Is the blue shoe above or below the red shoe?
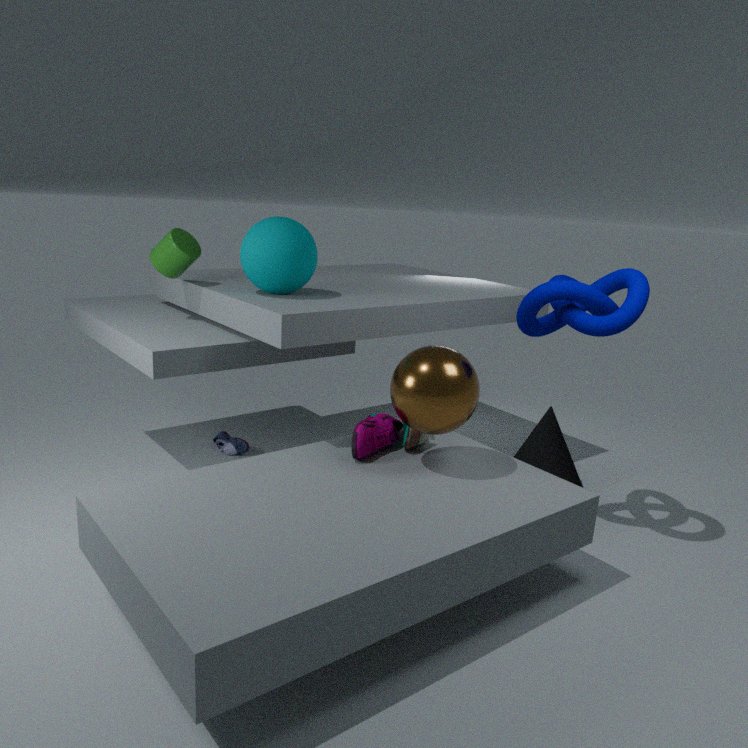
below
